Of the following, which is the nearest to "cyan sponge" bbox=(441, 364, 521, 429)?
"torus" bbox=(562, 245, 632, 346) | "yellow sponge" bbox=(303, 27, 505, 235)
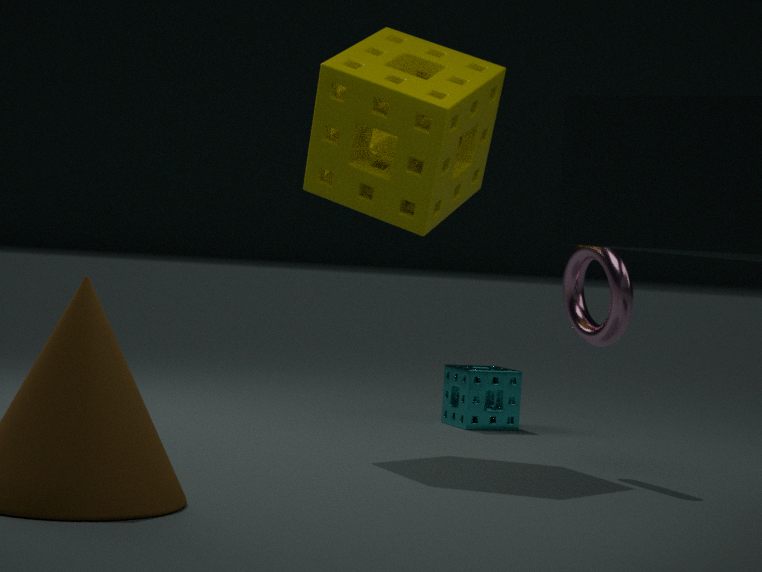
"yellow sponge" bbox=(303, 27, 505, 235)
